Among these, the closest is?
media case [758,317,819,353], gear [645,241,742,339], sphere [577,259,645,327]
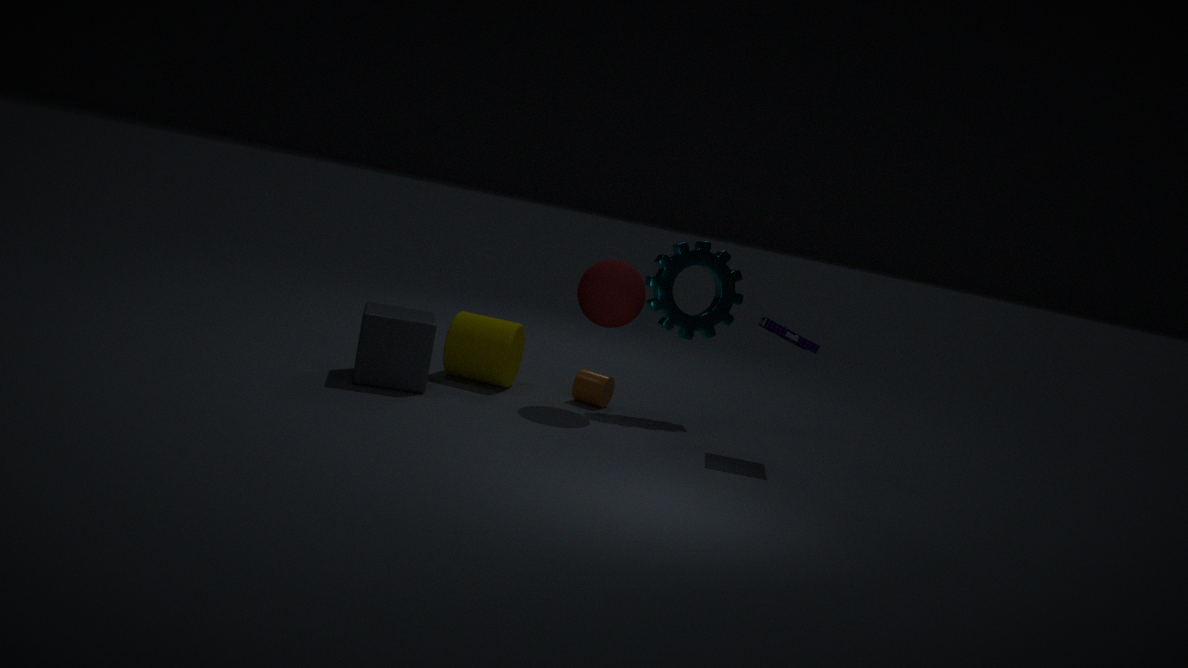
media case [758,317,819,353]
